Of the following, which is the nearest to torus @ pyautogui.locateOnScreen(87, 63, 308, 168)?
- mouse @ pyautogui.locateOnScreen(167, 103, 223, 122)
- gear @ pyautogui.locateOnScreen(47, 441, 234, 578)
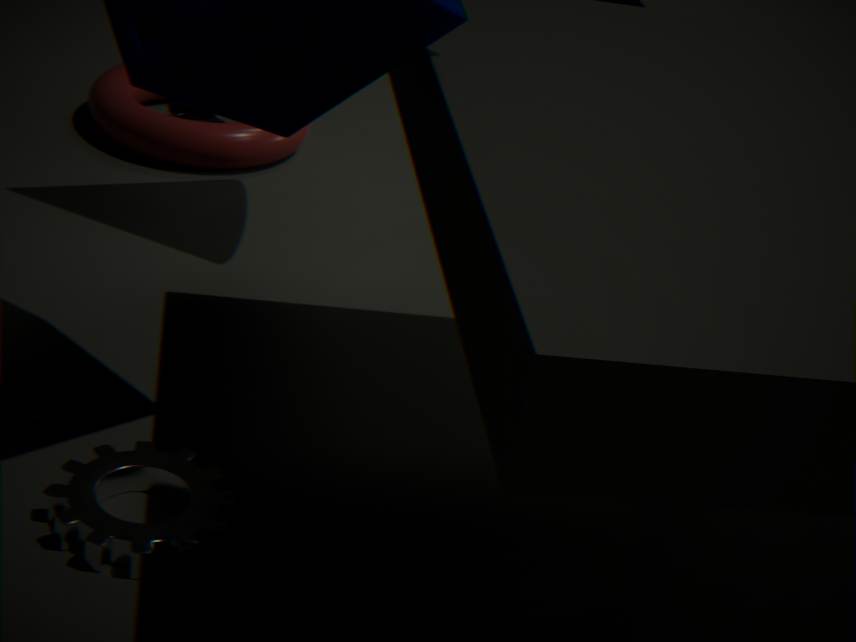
mouse @ pyautogui.locateOnScreen(167, 103, 223, 122)
